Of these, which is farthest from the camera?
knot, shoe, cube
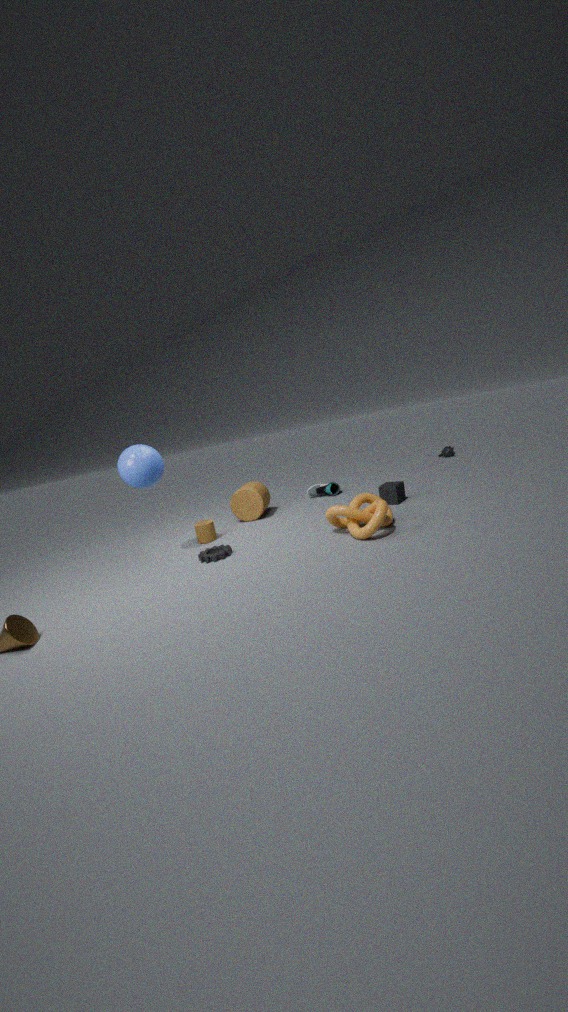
shoe
